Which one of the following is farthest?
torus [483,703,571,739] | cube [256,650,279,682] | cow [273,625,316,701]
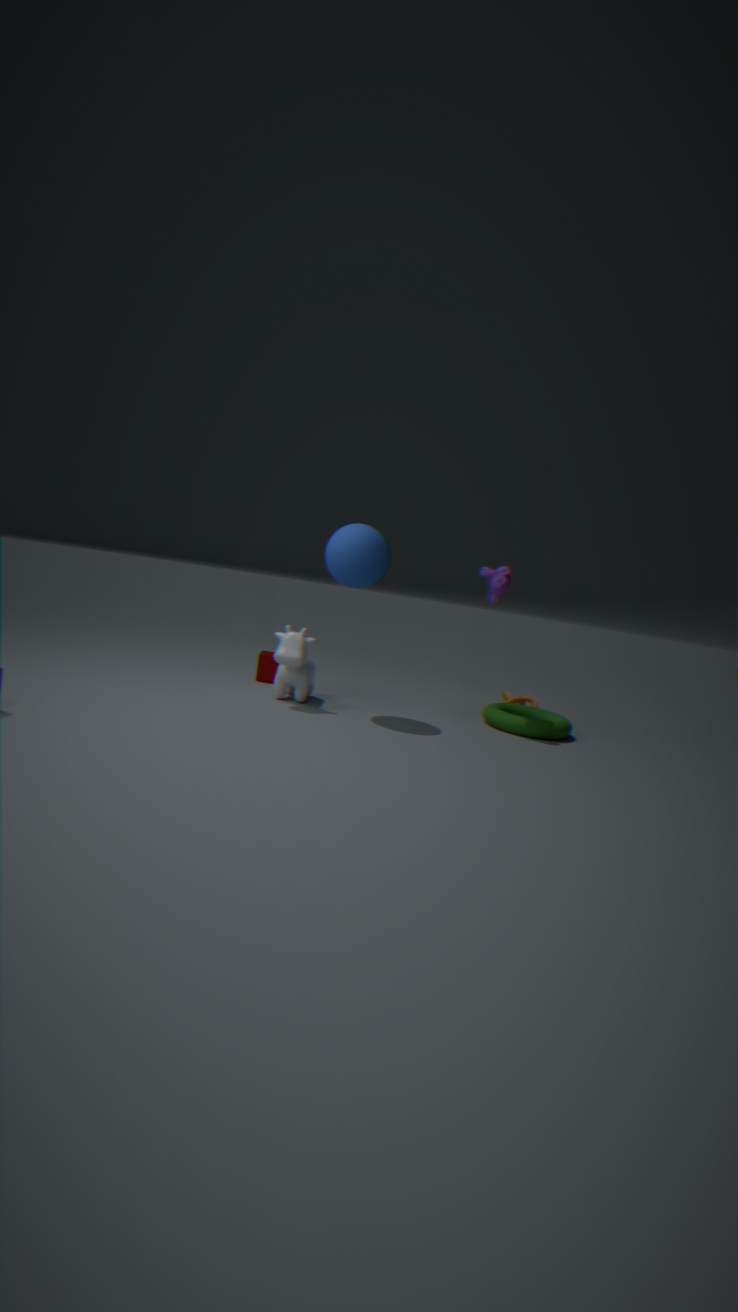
cube [256,650,279,682]
